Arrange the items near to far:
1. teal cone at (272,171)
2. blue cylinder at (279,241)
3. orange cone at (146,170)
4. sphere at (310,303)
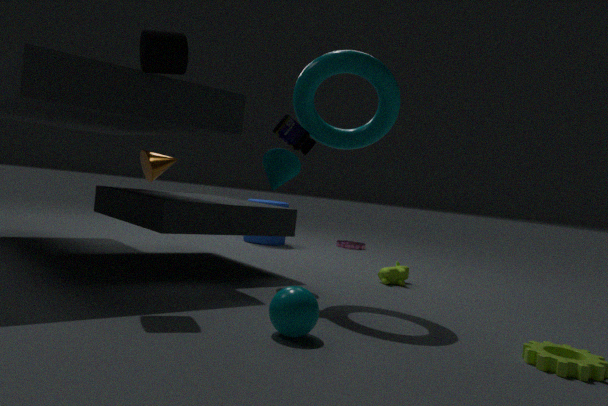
sphere at (310,303), teal cone at (272,171), orange cone at (146,170), blue cylinder at (279,241)
